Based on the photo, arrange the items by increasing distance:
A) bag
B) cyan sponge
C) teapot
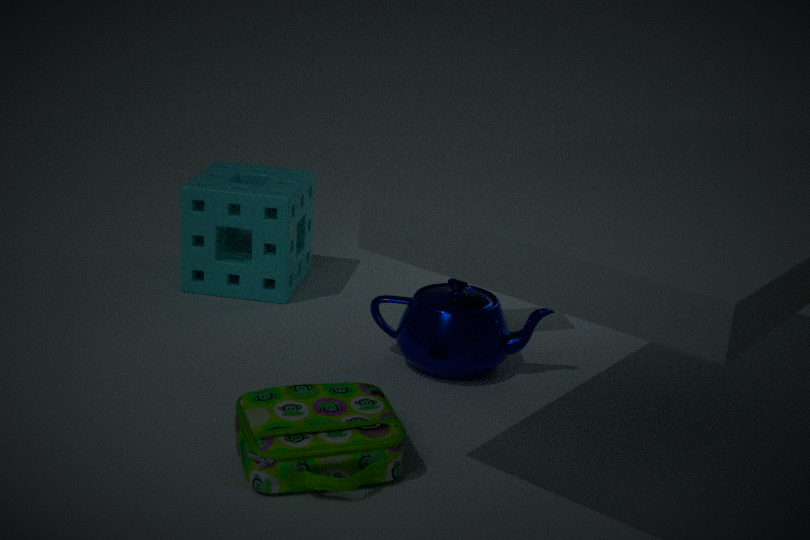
1. bag
2. teapot
3. cyan sponge
